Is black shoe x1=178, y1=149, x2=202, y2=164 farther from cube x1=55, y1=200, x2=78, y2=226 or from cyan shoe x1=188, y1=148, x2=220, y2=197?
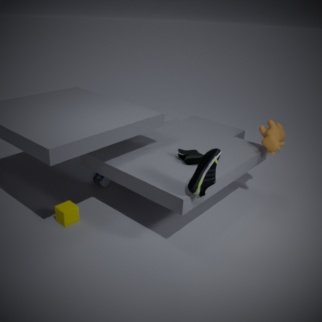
cube x1=55, y1=200, x2=78, y2=226
